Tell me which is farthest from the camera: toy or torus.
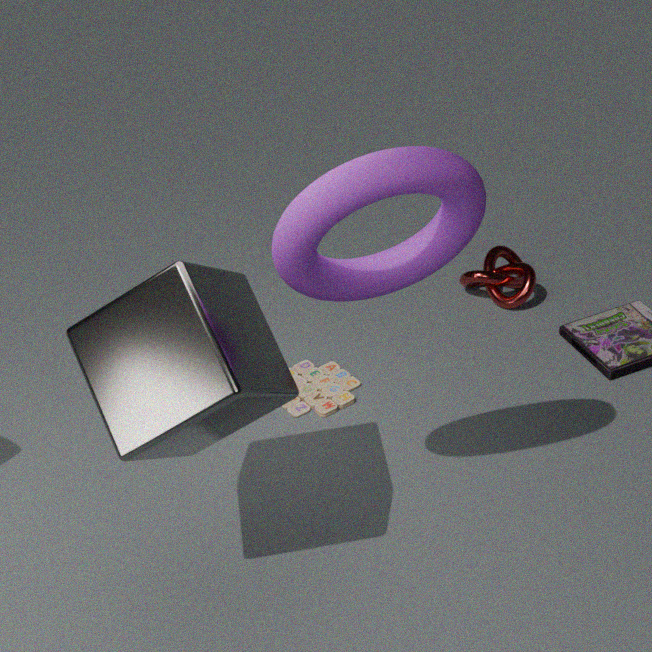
toy
